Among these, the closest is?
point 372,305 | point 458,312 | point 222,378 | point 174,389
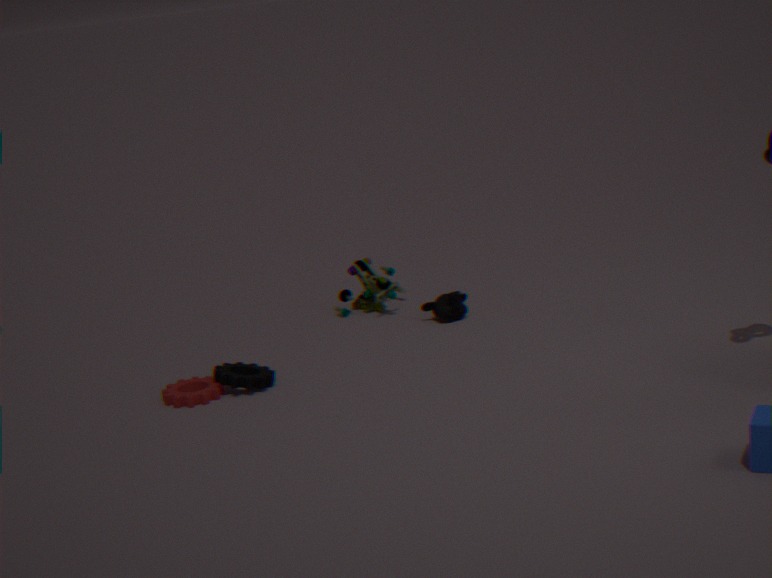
point 222,378
